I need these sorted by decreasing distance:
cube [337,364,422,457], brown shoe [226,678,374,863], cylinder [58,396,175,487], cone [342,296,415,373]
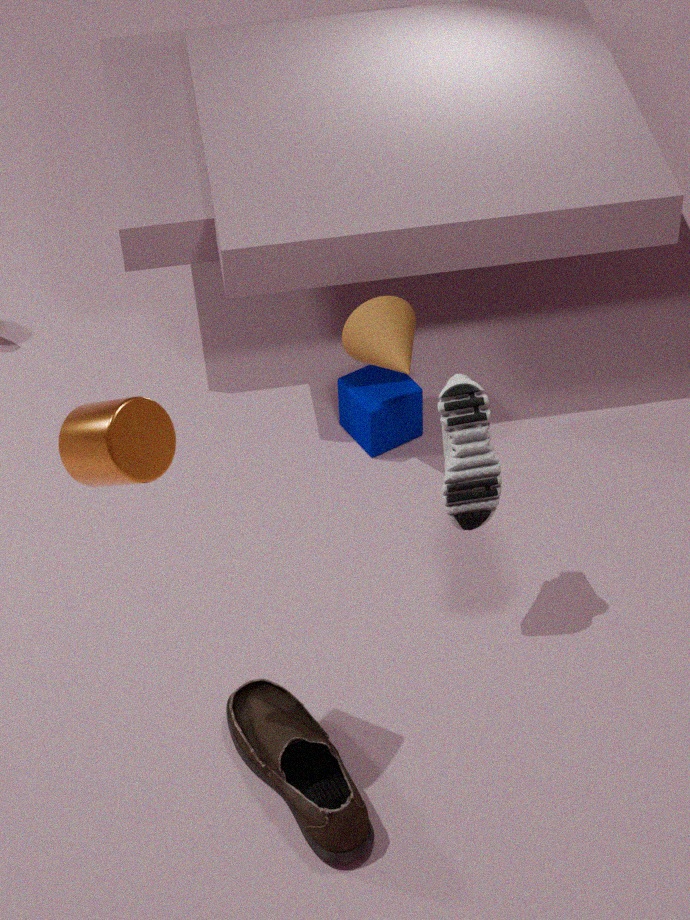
cube [337,364,422,457]
cone [342,296,415,373]
brown shoe [226,678,374,863]
cylinder [58,396,175,487]
